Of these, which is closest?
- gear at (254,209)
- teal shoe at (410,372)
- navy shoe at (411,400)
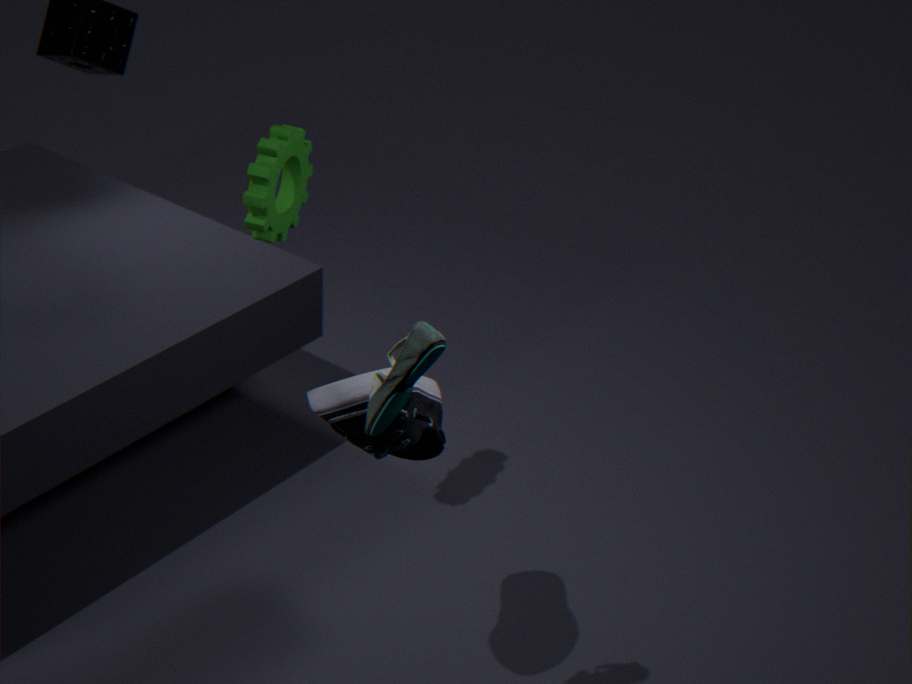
teal shoe at (410,372)
